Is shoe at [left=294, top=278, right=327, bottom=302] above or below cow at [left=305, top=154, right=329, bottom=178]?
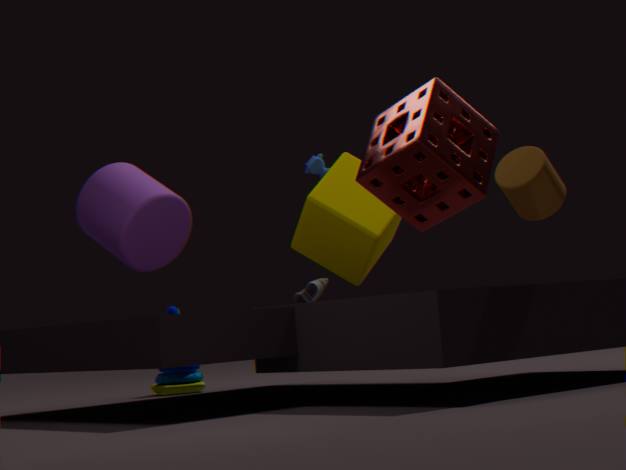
below
